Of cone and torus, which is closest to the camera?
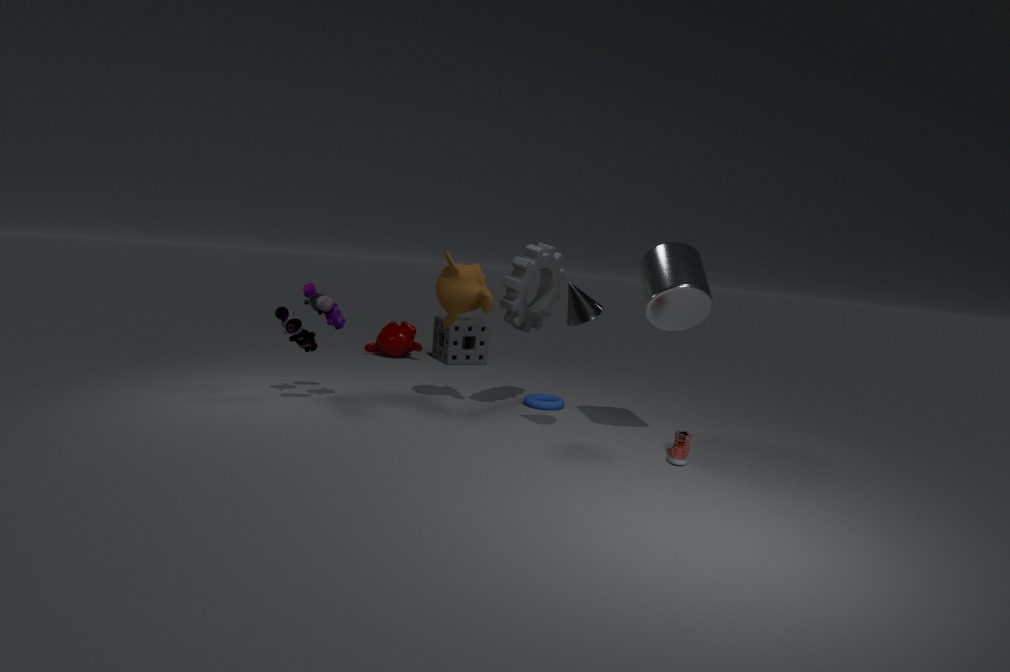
cone
